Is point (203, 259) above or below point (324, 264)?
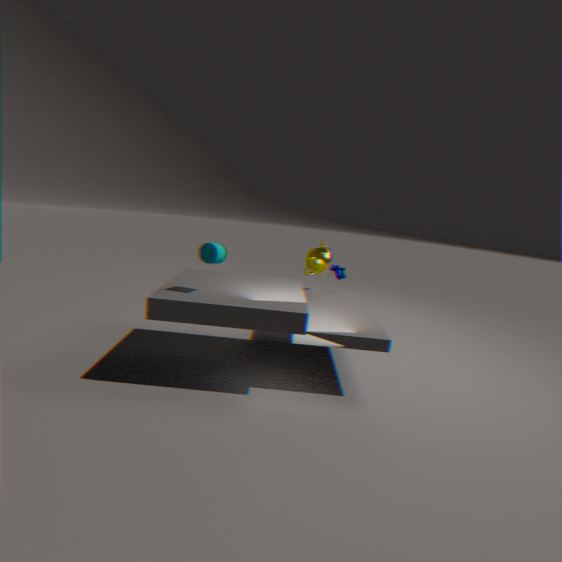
above
